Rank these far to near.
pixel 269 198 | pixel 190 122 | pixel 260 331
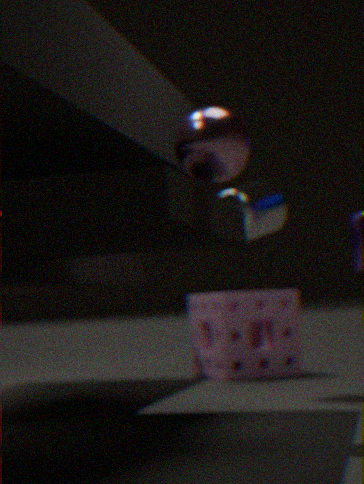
pixel 260 331 → pixel 269 198 → pixel 190 122
